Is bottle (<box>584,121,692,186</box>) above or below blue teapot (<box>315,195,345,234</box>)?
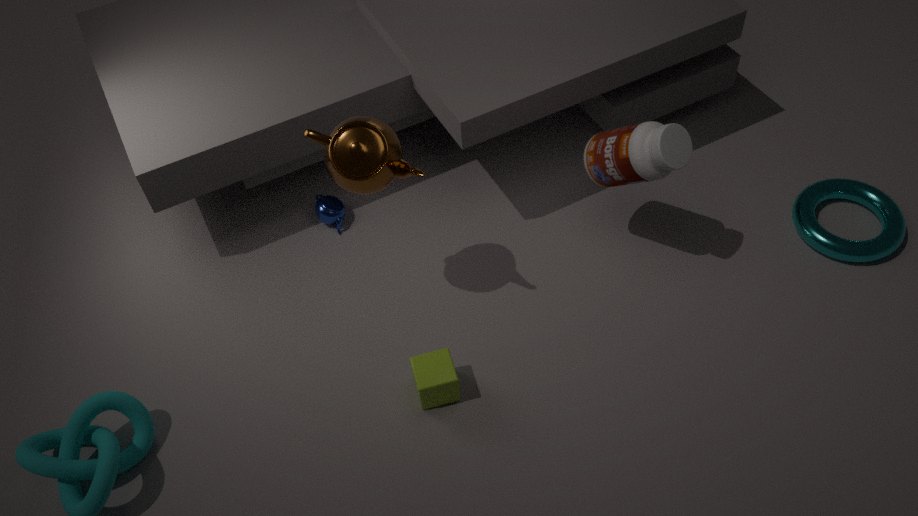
above
